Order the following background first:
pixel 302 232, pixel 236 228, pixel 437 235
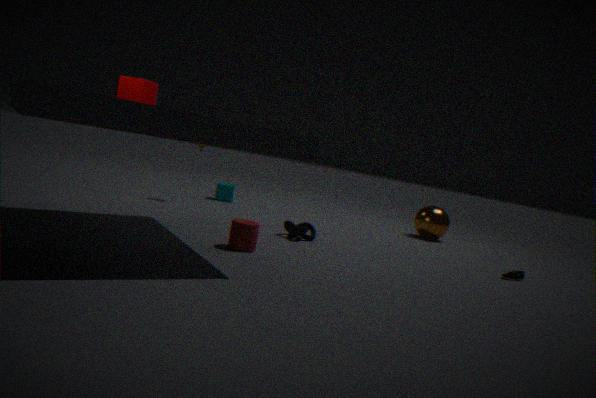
pixel 437 235, pixel 302 232, pixel 236 228
